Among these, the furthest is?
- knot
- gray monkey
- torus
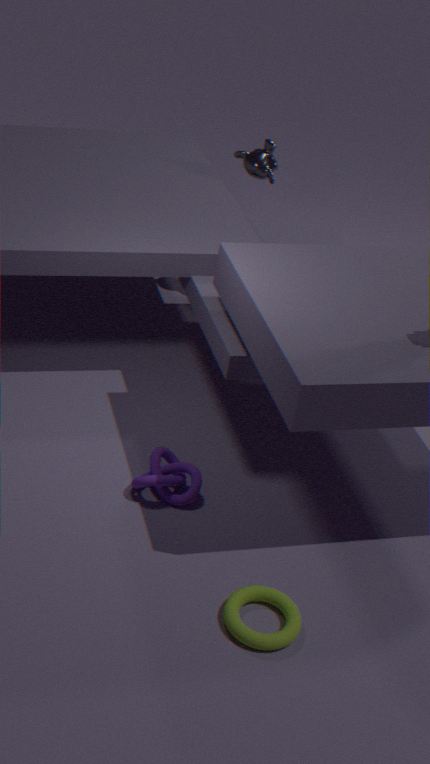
gray monkey
